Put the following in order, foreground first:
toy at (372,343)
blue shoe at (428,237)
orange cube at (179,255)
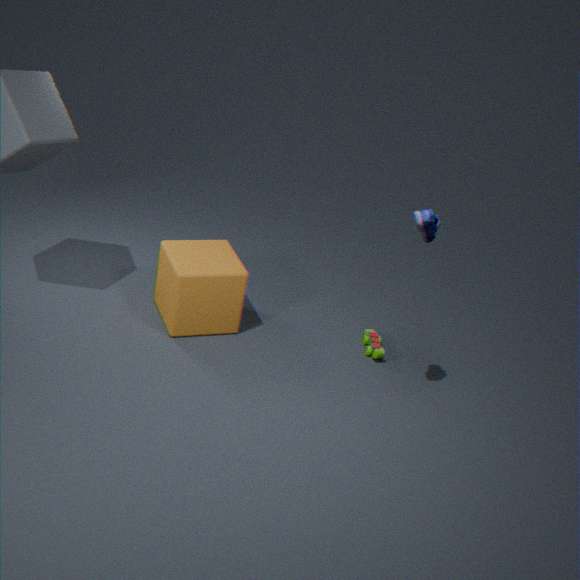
blue shoe at (428,237) < orange cube at (179,255) < toy at (372,343)
